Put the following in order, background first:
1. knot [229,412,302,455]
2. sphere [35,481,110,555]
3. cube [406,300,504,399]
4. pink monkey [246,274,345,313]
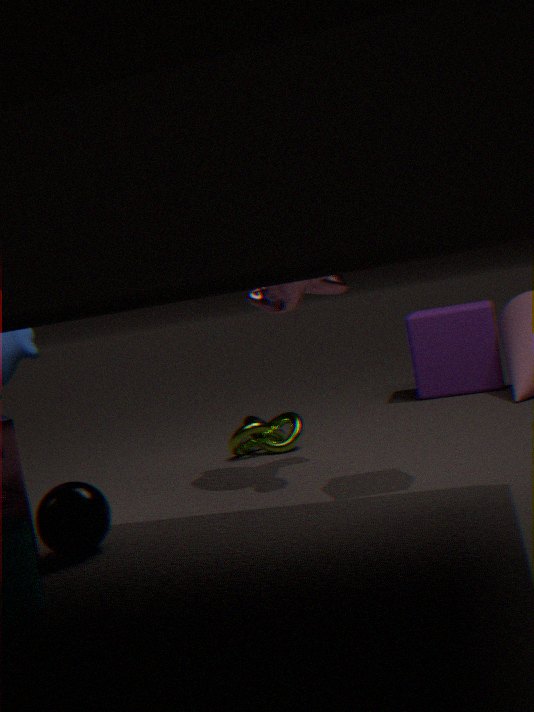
1. cube [406,300,504,399]
2. knot [229,412,302,455]
3. pink monkey [246,274,345,313]
4. sphere [35,481,110,555]
